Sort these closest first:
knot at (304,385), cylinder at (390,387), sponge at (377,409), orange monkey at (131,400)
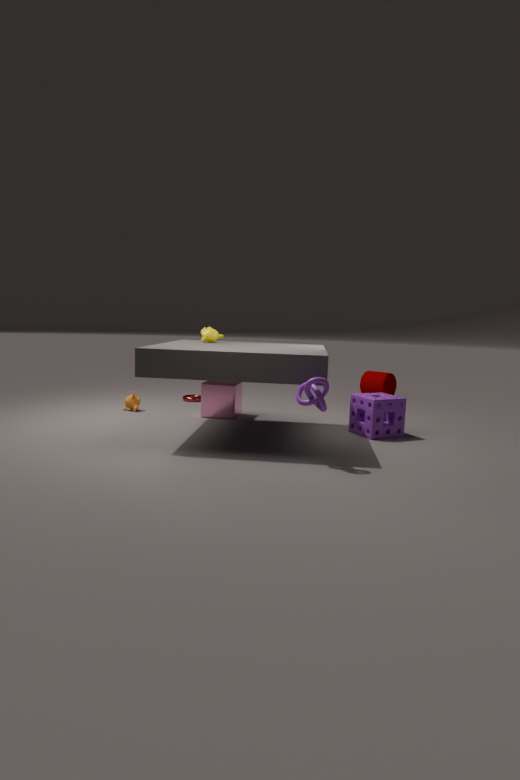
knot at (304,385) → sponge at (377,409) → orange monkey at (131,400) → cylinder at (390,387)
